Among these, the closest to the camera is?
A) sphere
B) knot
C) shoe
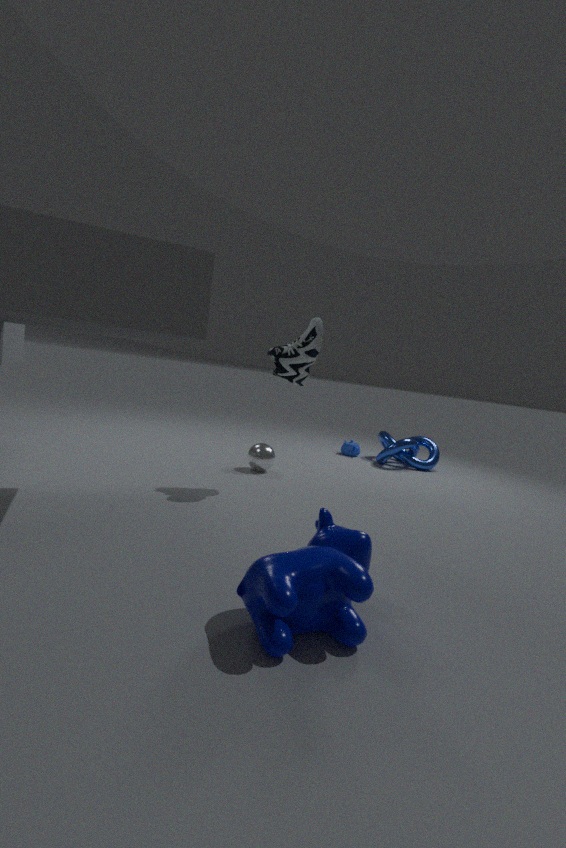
C. shoe
